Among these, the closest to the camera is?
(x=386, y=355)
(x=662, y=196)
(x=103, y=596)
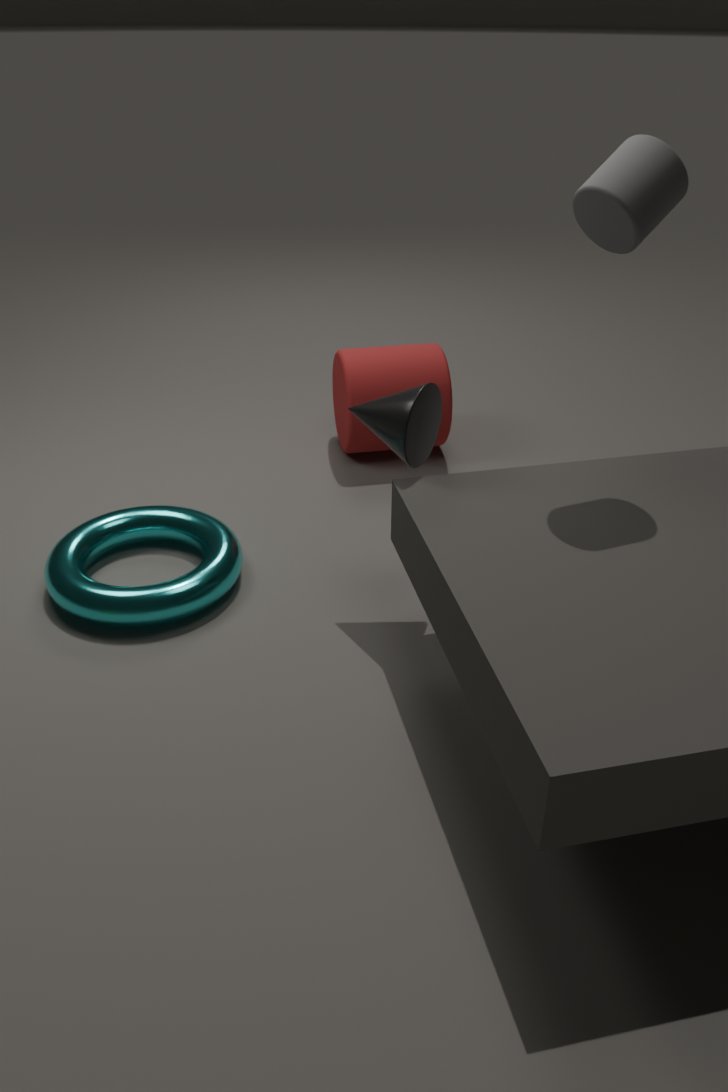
(x=662, y=196)
